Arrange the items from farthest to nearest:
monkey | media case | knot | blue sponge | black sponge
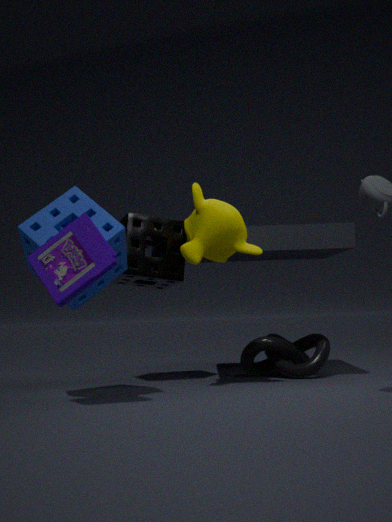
knot < black sponge < monkey < blue sponge < media case
